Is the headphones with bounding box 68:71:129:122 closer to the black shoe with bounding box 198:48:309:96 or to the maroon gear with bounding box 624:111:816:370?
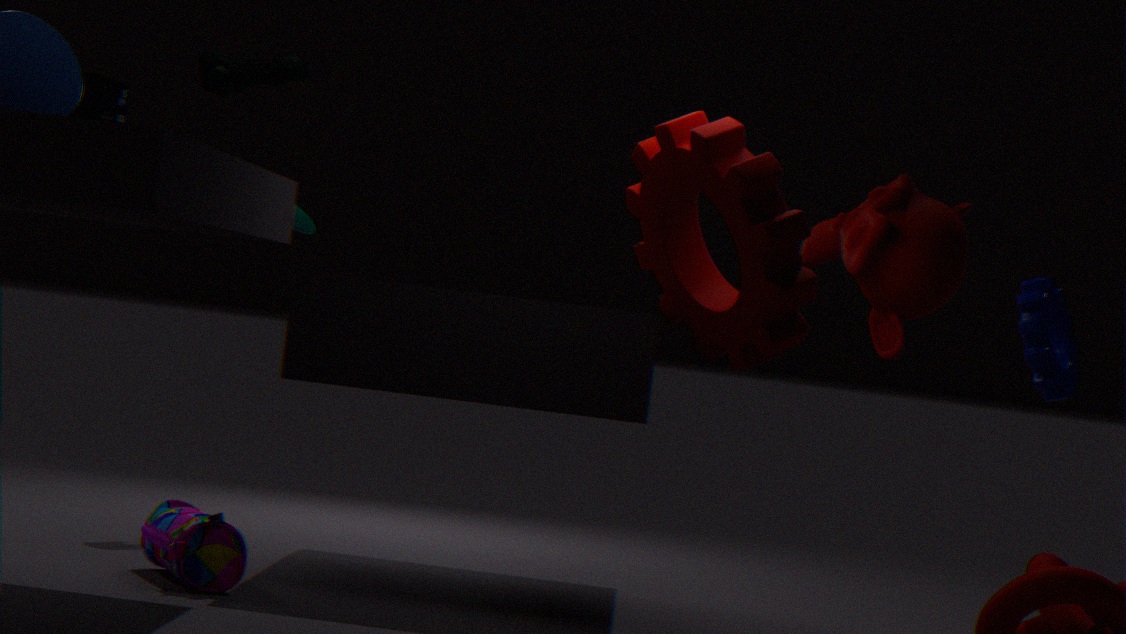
the black shoe with bounding box 198:48:309:96
